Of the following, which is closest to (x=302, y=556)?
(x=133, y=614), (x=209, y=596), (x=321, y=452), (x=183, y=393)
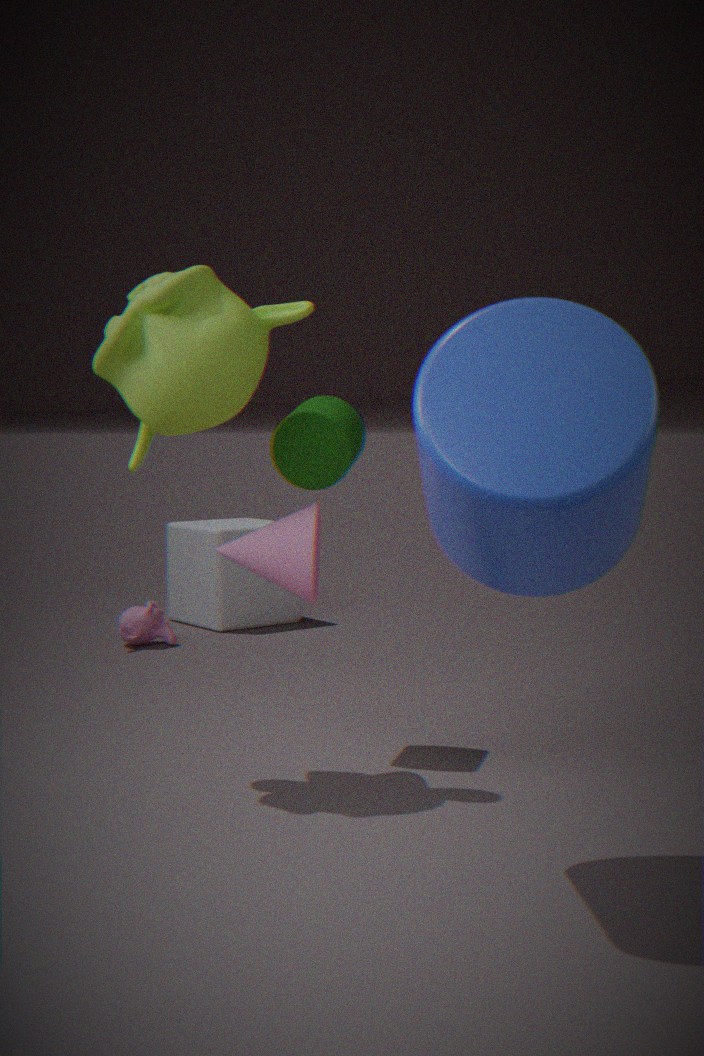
(x=321, y=452)
